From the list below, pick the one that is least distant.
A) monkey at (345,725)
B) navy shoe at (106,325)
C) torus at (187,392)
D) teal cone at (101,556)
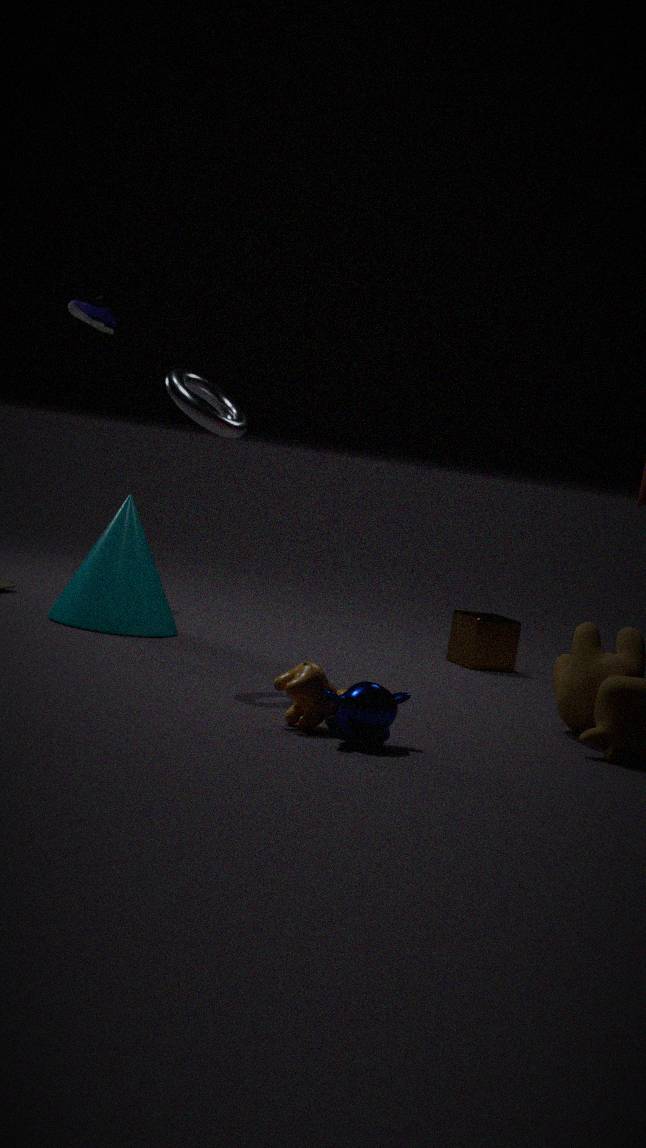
monkey at (345,725)
